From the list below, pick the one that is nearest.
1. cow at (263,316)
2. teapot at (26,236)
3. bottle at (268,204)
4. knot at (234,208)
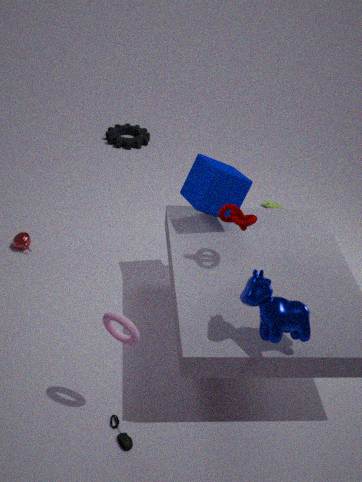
cow at (263,316)
